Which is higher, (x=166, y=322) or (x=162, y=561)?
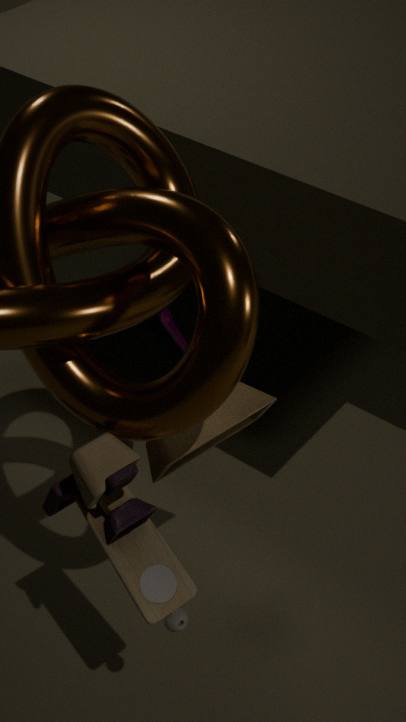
(x=162, y=561)
